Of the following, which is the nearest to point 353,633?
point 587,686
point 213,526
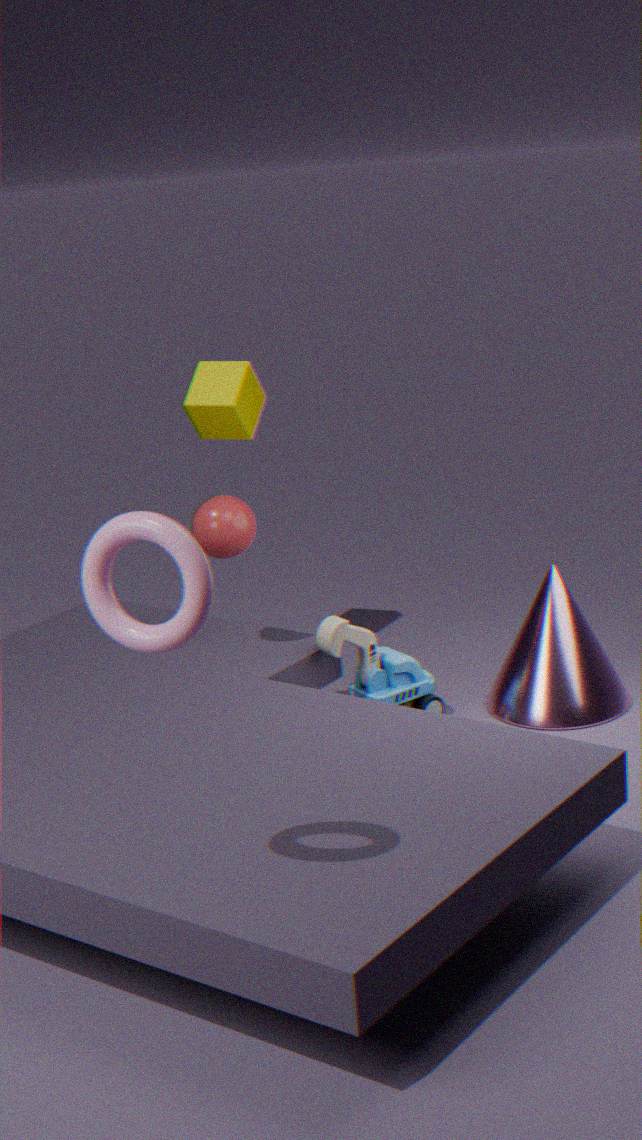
point 587,686
